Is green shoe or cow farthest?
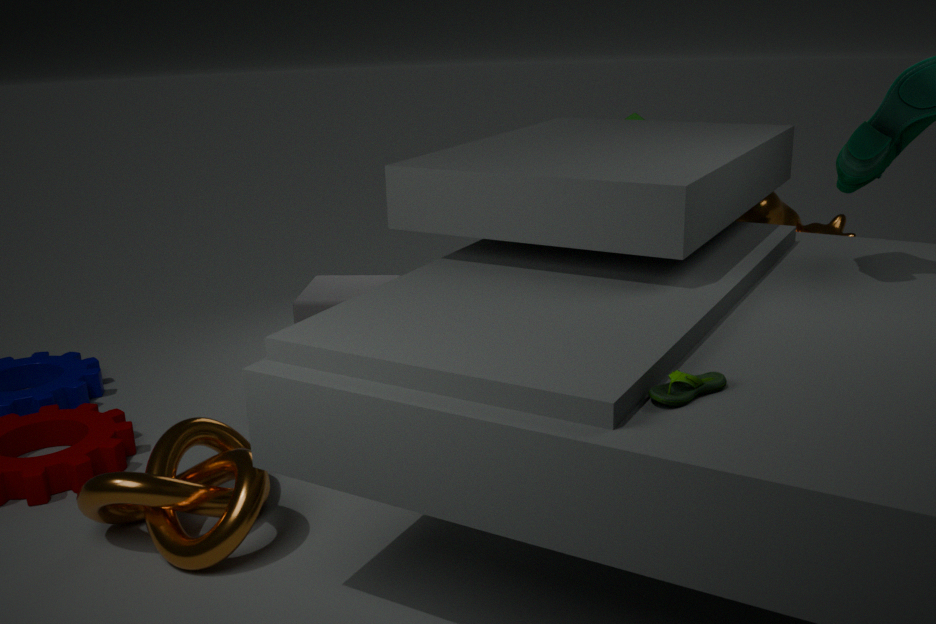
cow
